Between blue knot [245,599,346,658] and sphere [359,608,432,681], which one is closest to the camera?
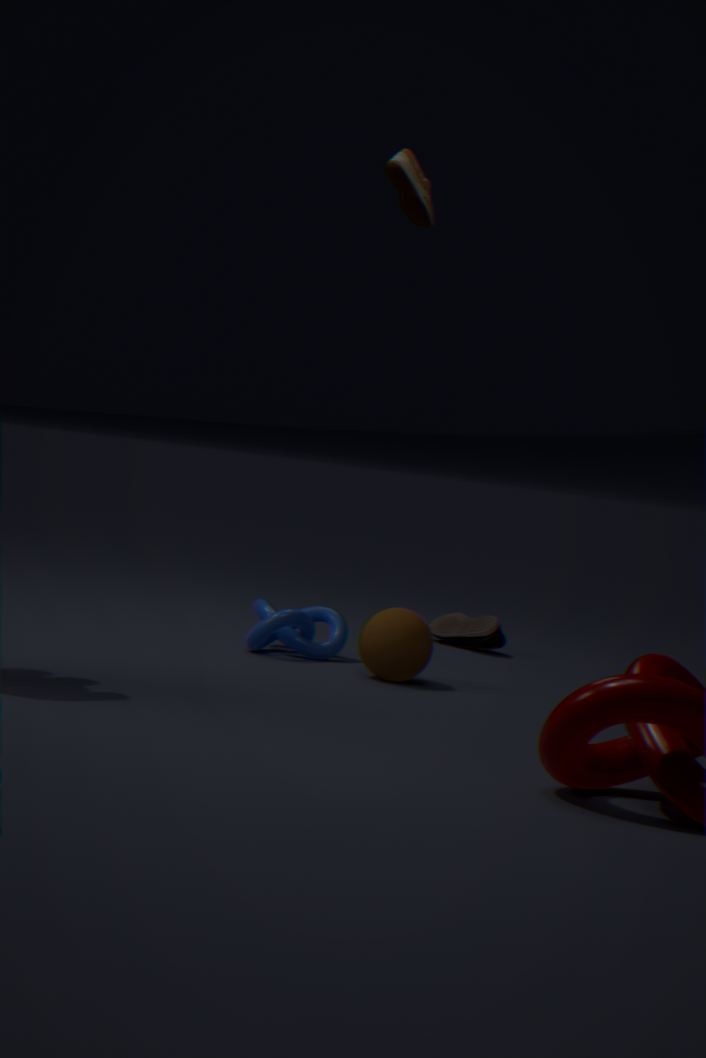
sphere [359,608,432,681]
